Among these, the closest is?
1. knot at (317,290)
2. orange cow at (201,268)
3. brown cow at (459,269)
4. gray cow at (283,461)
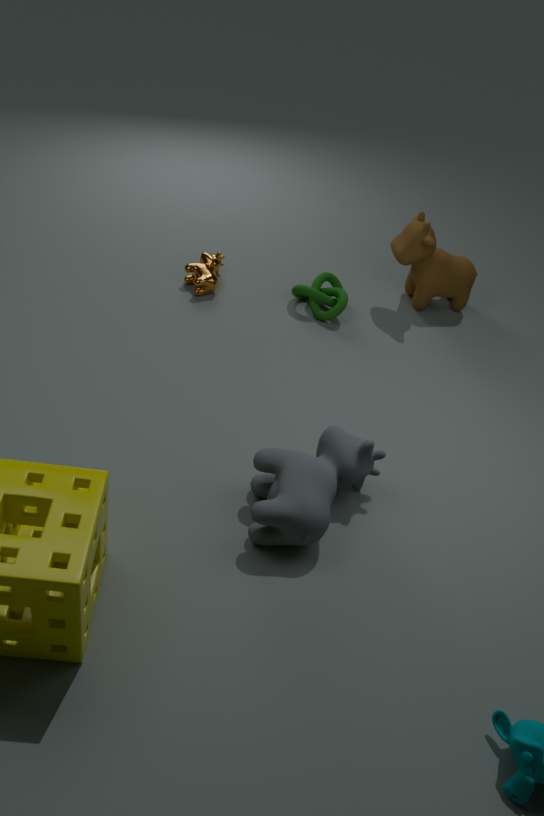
gray cow at (283,461)
